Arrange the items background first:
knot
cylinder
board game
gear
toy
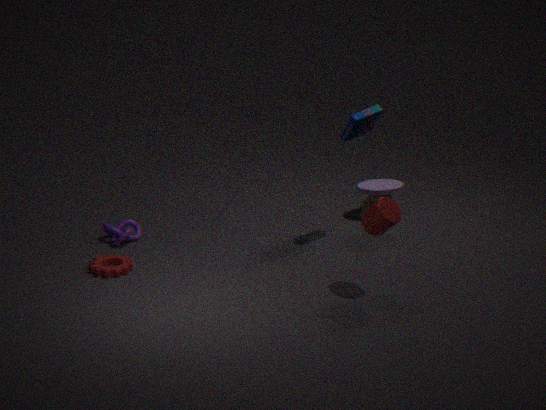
toy < knot < board game < gear < cylinder
